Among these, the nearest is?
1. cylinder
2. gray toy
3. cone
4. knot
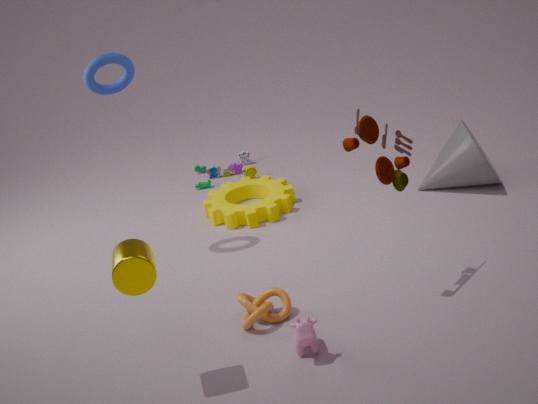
cylinder
